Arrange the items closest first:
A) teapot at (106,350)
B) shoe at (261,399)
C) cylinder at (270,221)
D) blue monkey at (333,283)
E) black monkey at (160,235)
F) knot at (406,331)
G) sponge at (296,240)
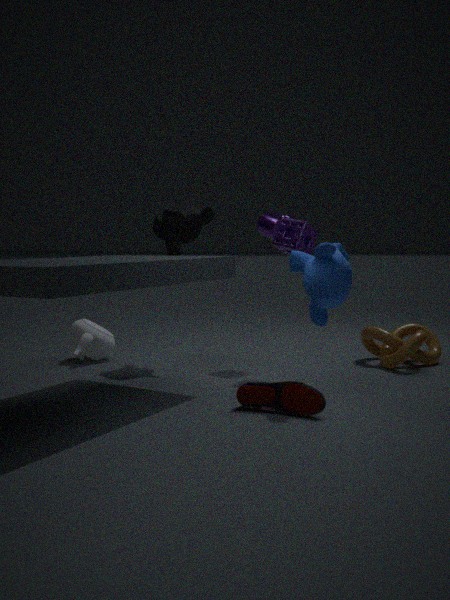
shoe at (261,399), blue monkey at (333,283), sponge at (296,240), knot at (406,331), cylinder at (270,221), black monkey at (160,235), teapot at (106,350)
